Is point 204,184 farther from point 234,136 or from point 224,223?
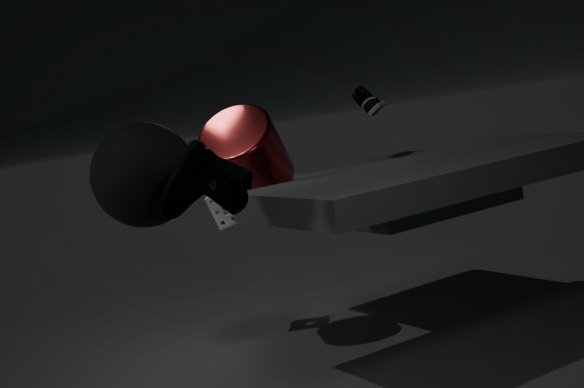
point 224,223
